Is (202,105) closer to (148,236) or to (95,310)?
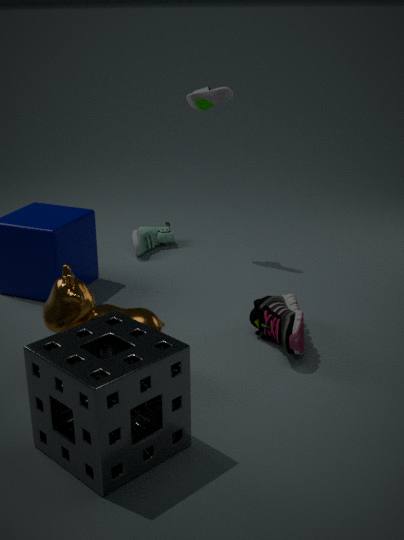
(148,236)
